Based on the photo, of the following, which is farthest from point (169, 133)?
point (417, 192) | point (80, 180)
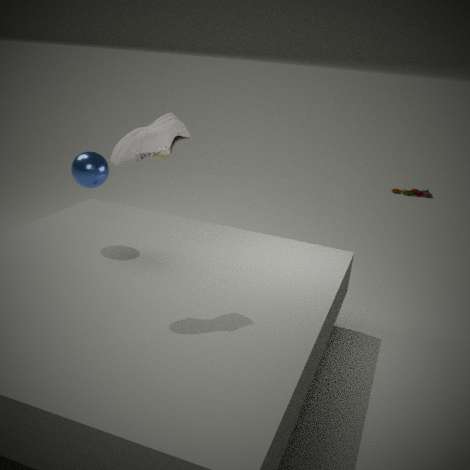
point (417, 192)
